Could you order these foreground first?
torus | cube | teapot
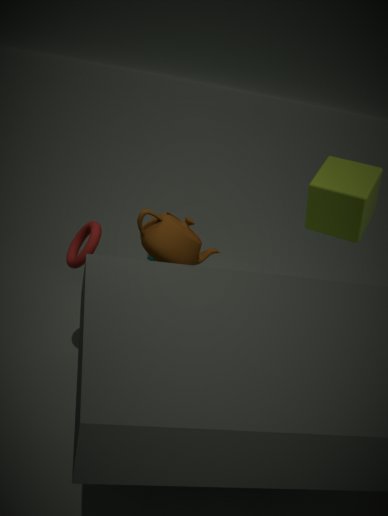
1. teapot
2. torus
3. cube
